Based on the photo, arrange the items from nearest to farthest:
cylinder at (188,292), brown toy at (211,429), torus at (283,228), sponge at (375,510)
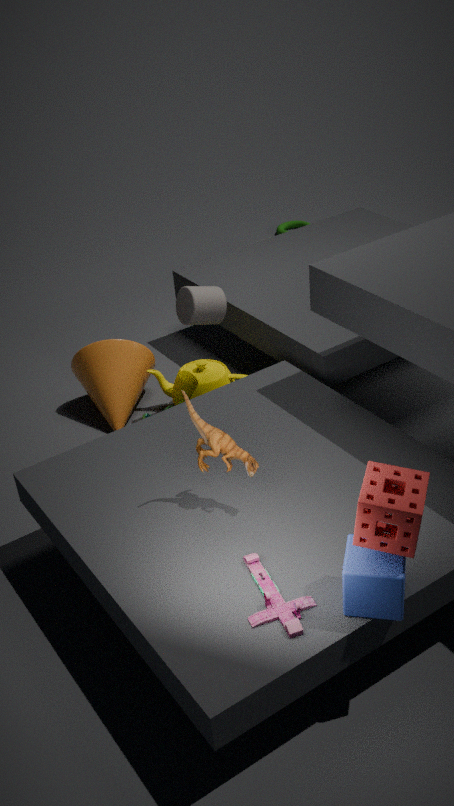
sponge at (375,510), brown toy at (211,429), cylinder at (188,292), torus at (283,228)
